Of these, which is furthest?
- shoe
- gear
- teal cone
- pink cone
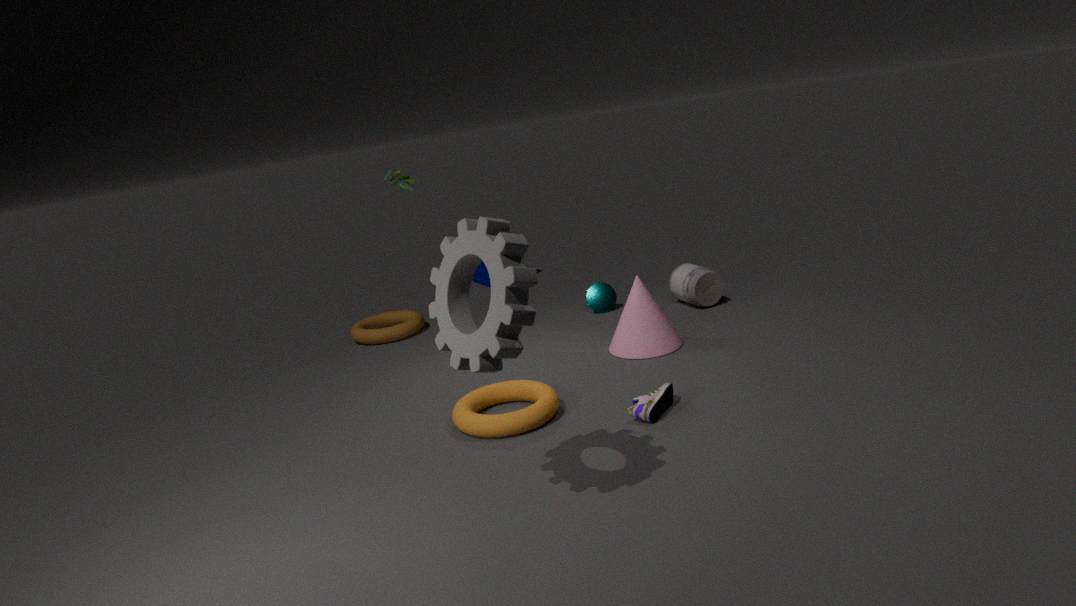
teal cone
